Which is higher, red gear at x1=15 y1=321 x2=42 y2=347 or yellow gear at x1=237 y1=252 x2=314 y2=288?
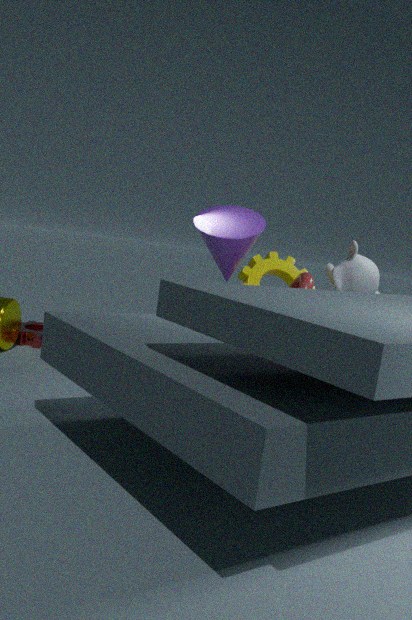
yellow gear at x1=237 y1=252 x2=314 y2=288
